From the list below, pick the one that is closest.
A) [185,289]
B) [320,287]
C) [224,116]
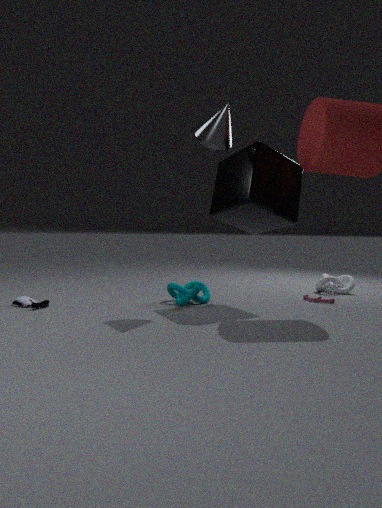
[224,116]
